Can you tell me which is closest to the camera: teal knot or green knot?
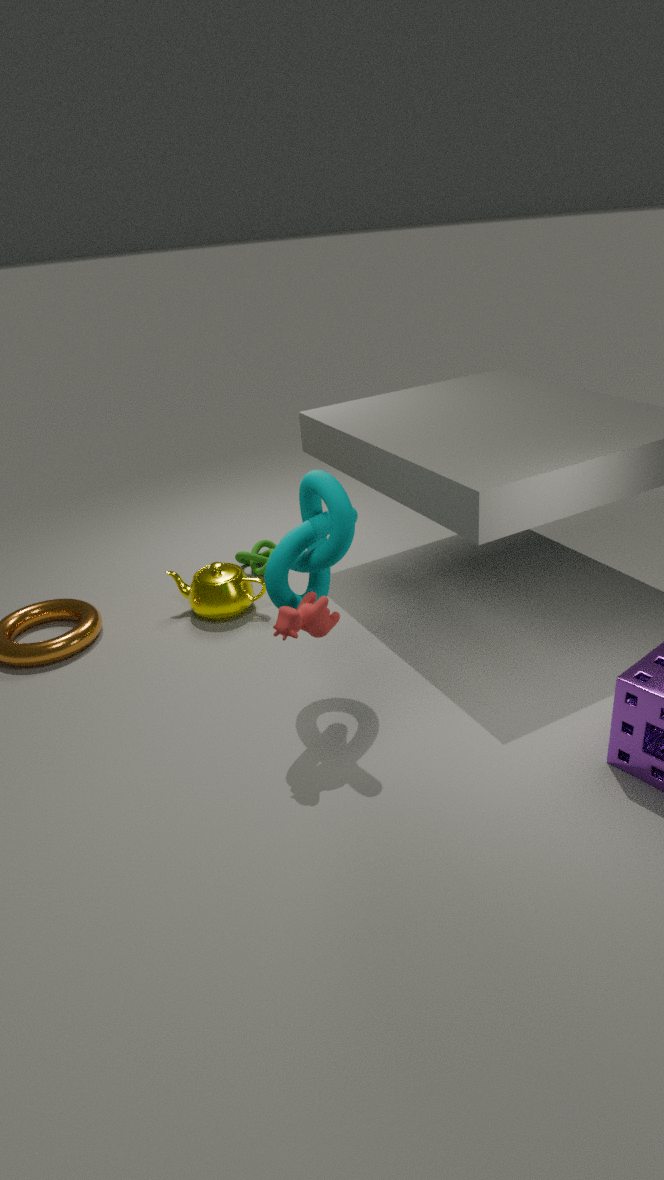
teal knot
